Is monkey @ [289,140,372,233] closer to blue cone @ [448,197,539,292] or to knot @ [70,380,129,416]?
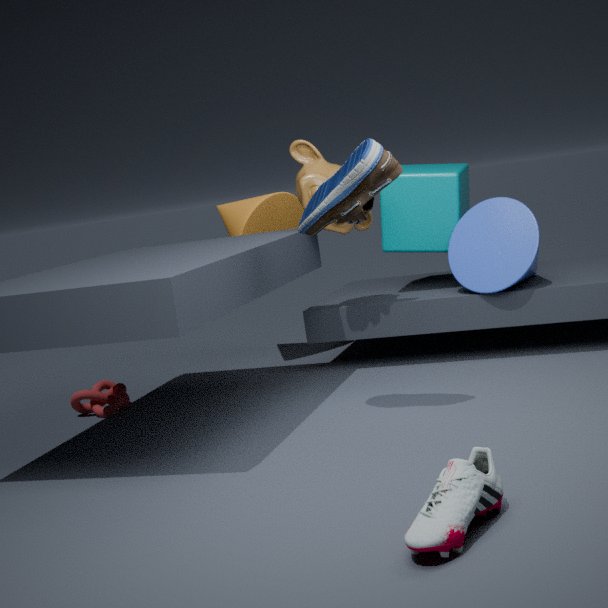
blue cone @ [448,197,539,292]
